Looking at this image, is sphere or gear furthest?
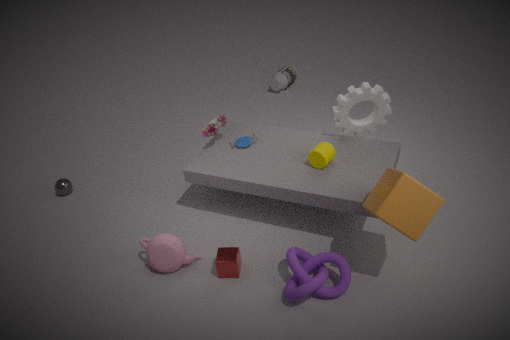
sphere
